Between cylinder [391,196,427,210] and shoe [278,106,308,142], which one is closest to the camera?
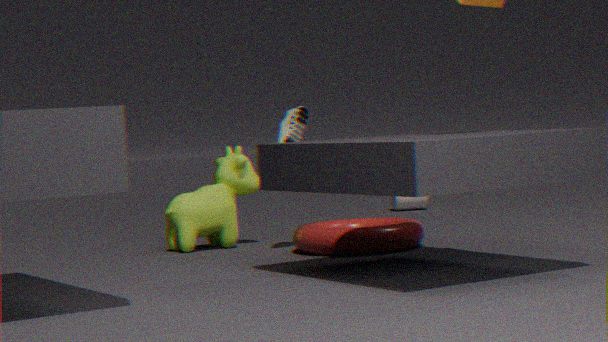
shoe [278,106,308,142]
